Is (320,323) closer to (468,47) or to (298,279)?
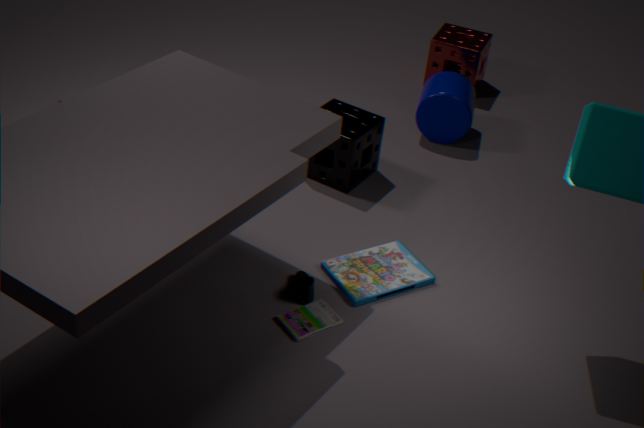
(298,279)
